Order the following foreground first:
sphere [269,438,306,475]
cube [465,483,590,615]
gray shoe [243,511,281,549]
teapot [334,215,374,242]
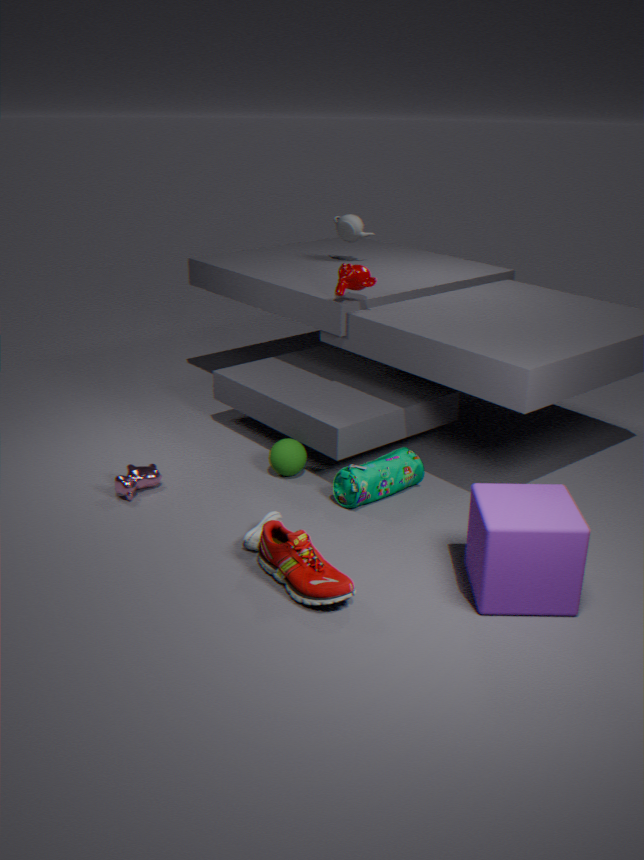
cube [465,483,590,615] < gray shoe [243,511,281,549] < sphere [269,438,306,475] < teapot [334,215,374,242]
